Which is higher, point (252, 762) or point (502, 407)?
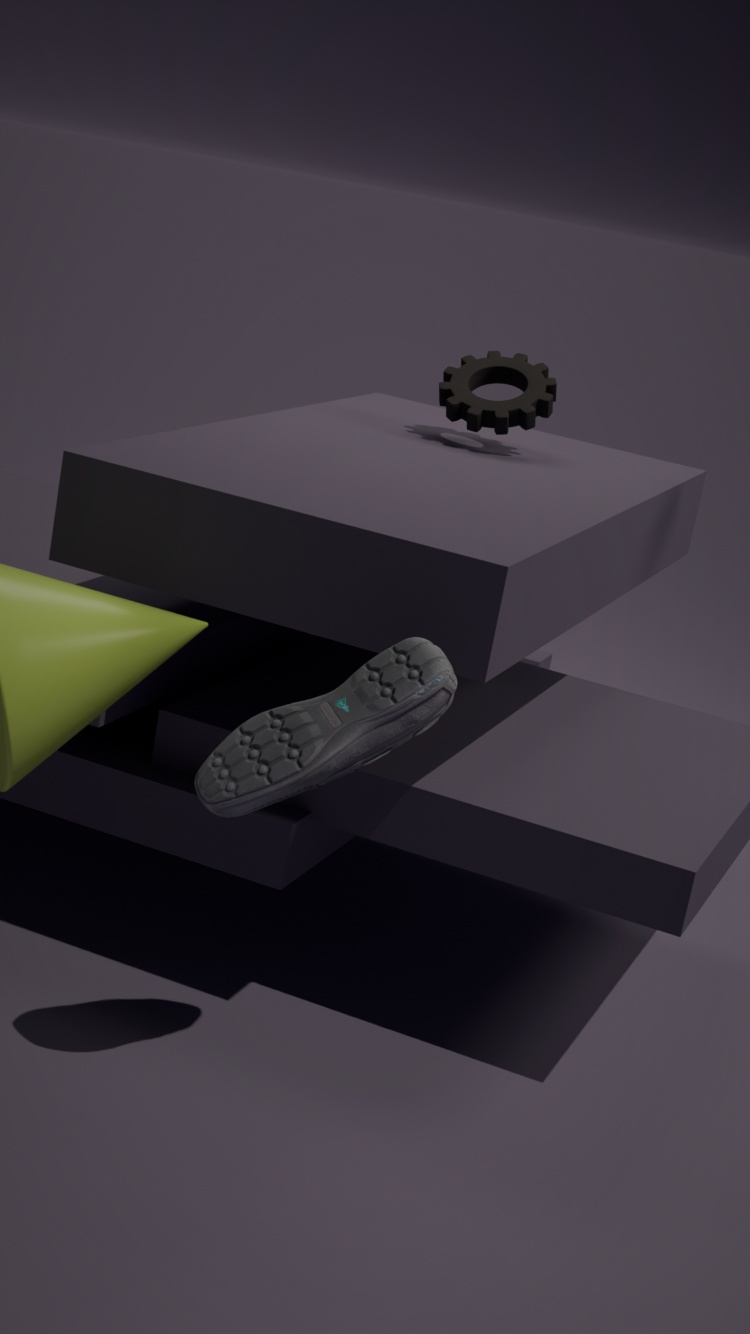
point (502, 407)
